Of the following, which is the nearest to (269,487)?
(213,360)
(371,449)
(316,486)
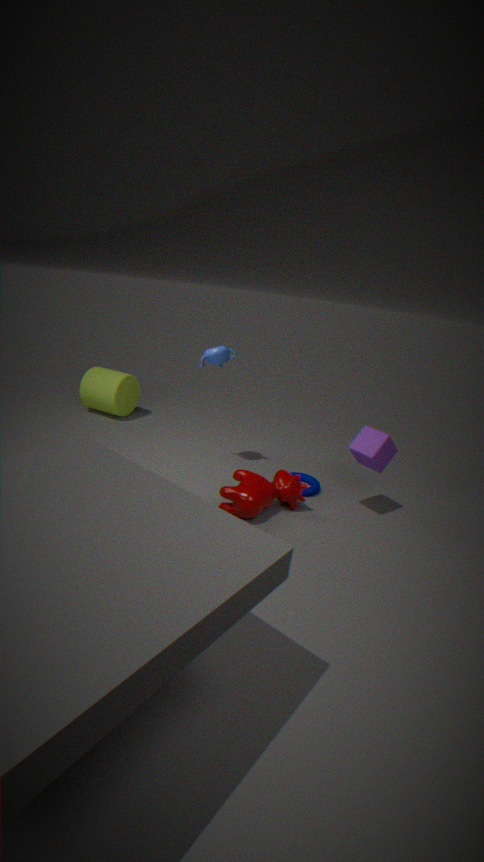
(316,486)
